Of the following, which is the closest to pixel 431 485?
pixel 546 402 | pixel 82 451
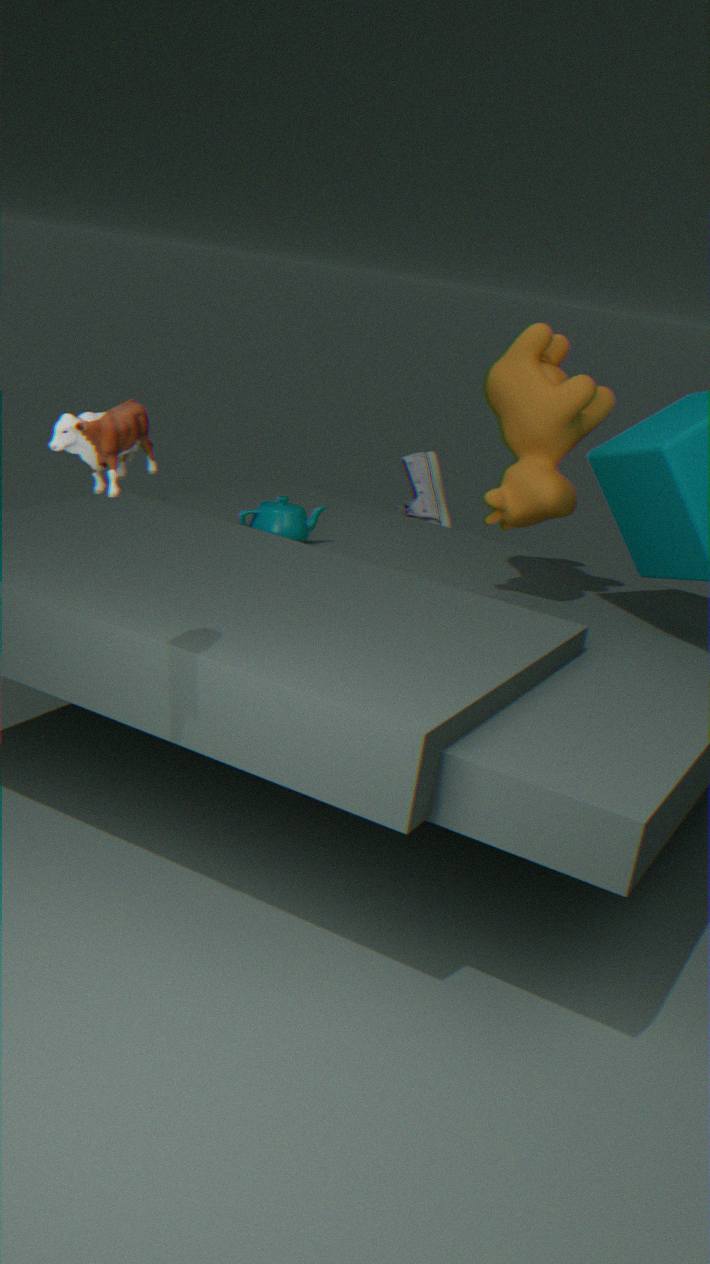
pixel 546 402
